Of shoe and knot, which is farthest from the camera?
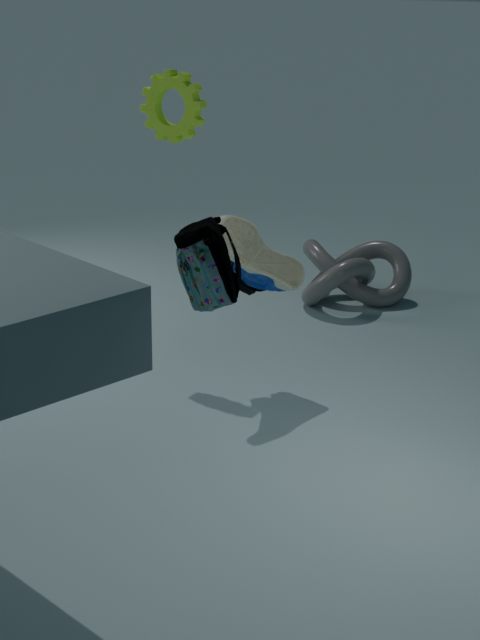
knot
